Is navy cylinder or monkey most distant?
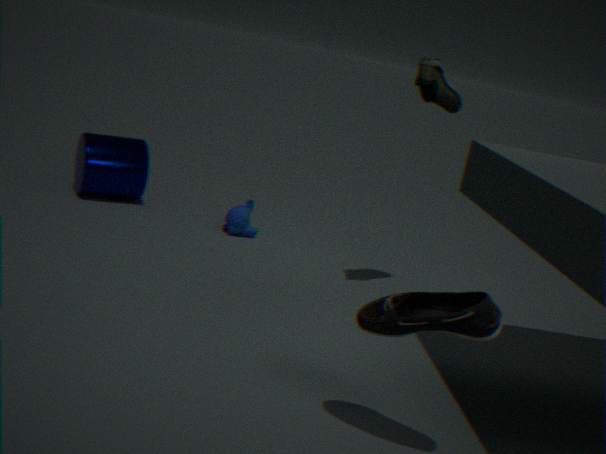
navy cylinder
